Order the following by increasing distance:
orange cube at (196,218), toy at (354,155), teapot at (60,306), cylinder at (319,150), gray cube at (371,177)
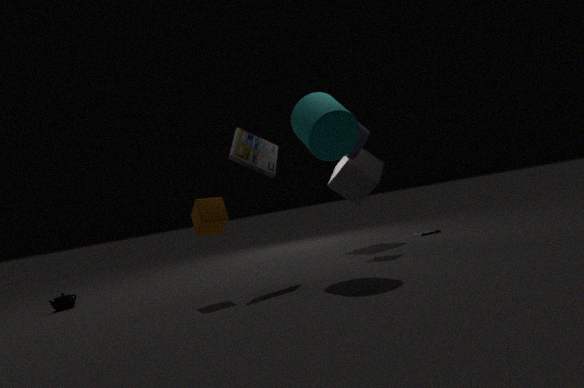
orange cube at (196,218), cylinder at (319,150), teapot at (60,306), toy at (354,155), gray cube at (371,177)
